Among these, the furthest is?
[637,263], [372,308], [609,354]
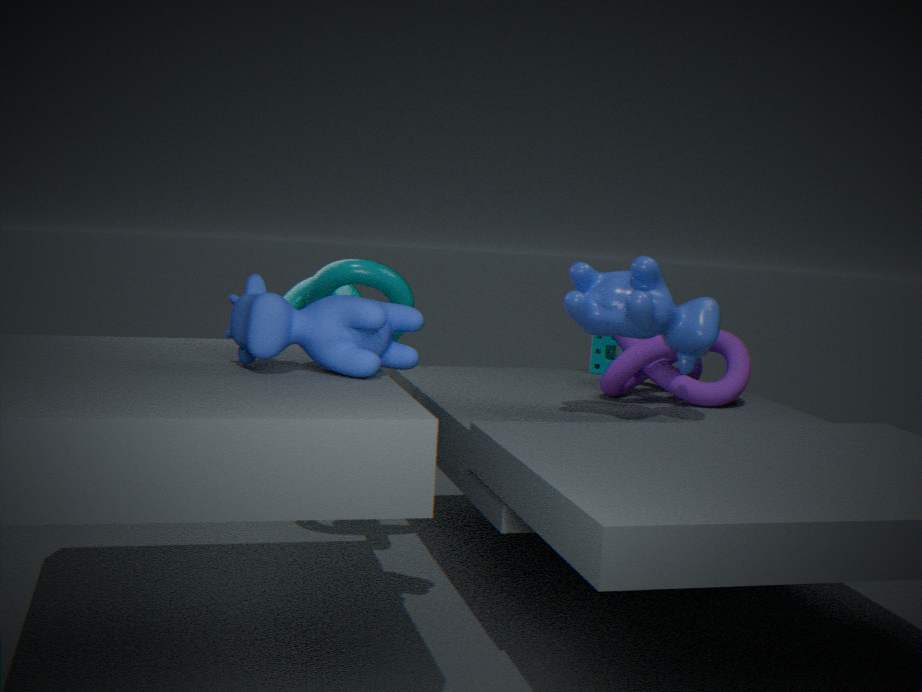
[609,354]
